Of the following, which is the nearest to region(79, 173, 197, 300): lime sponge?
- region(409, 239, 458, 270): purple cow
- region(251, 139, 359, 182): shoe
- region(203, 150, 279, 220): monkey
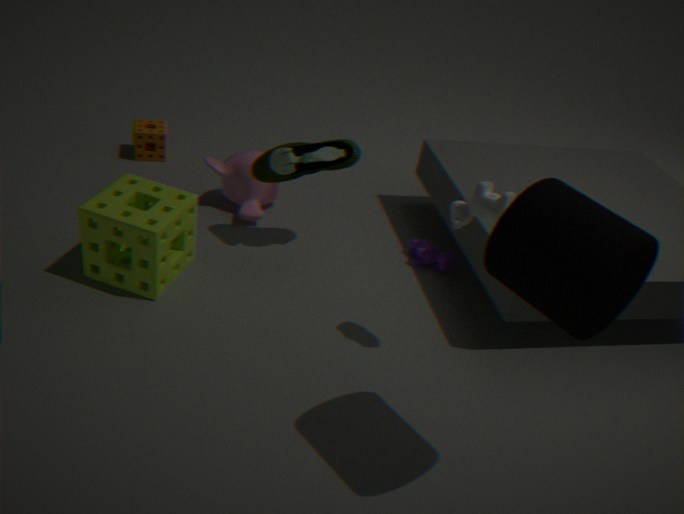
region(251, 139, 359, 182): shoe
